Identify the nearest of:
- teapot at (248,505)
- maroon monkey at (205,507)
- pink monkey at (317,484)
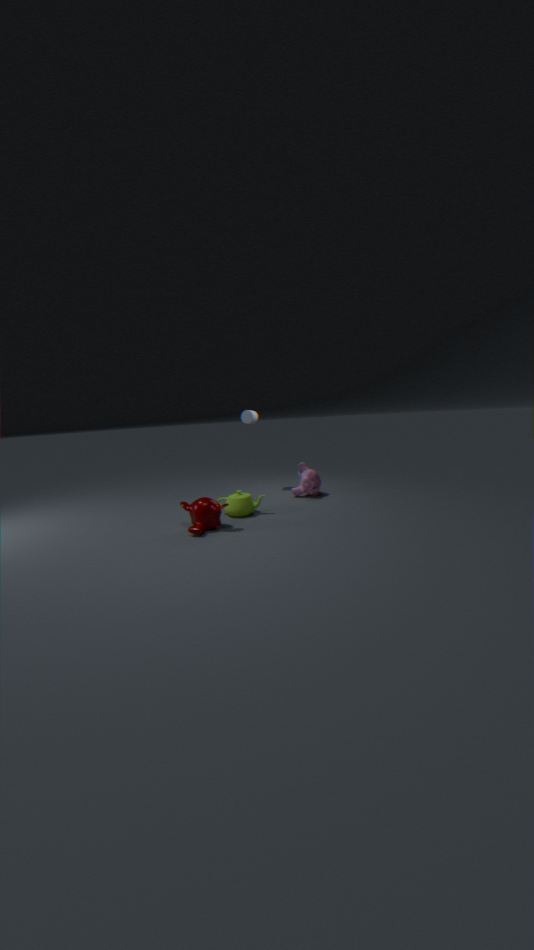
maroon monkey at (205,507)
